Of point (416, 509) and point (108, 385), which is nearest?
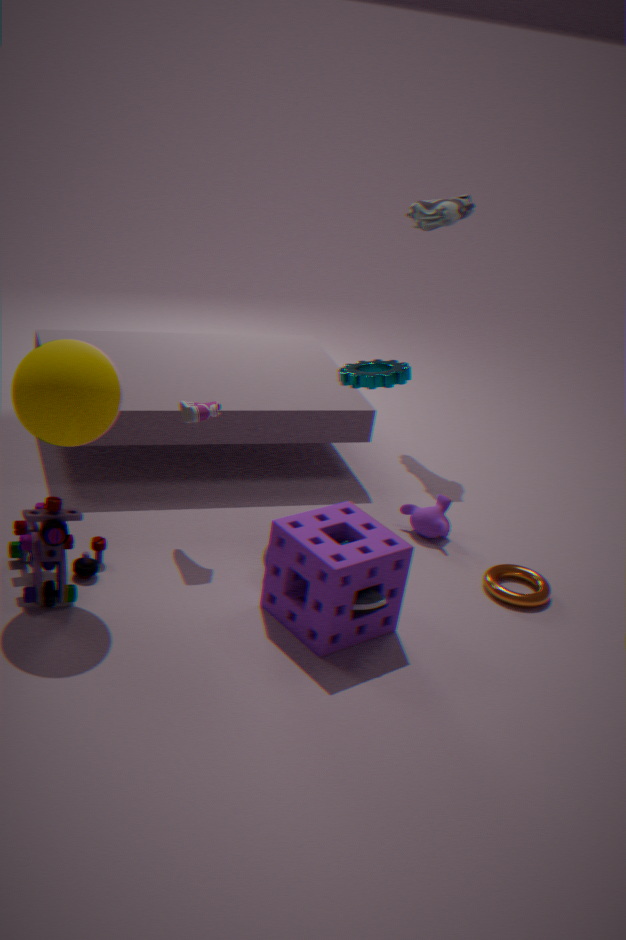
point (108, 385)
